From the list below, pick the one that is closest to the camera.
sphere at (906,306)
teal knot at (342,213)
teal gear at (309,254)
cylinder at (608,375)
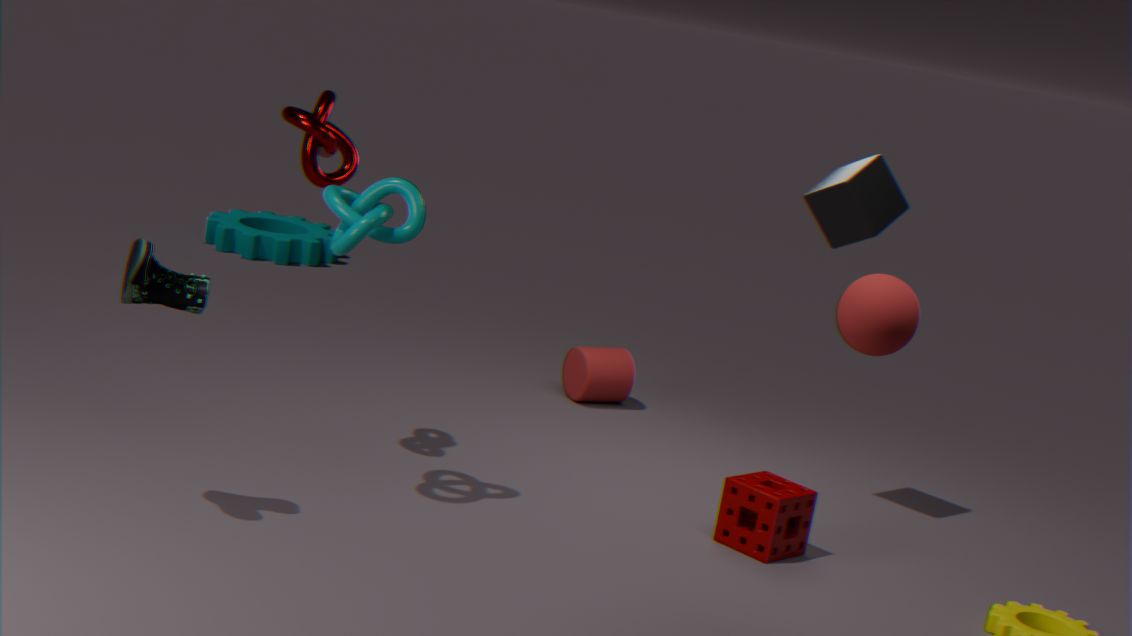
sphere at (906,306)
